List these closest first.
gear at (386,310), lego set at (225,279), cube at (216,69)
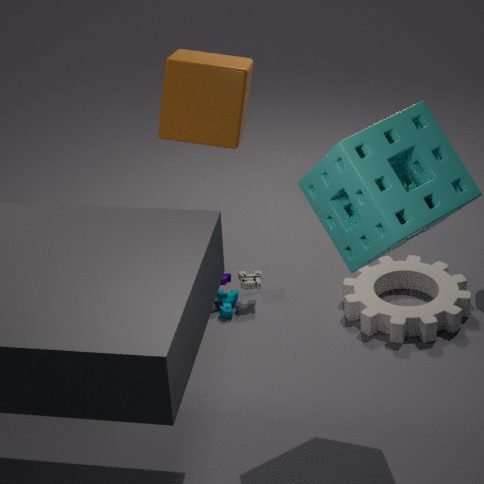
1. gear at (386,310)
2. cube at (216,69)
3. lego set at (225,279)
